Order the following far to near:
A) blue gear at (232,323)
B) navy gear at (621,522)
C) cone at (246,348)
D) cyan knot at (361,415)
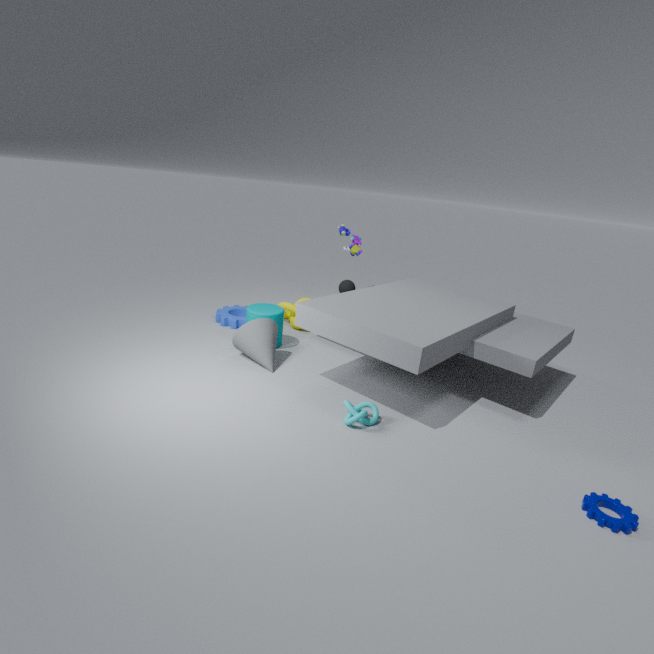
1. blue gear at (232,323)
2. cone at (246,348)
3. cyan knot at (361,415)
4. navy gear at (621,522)
